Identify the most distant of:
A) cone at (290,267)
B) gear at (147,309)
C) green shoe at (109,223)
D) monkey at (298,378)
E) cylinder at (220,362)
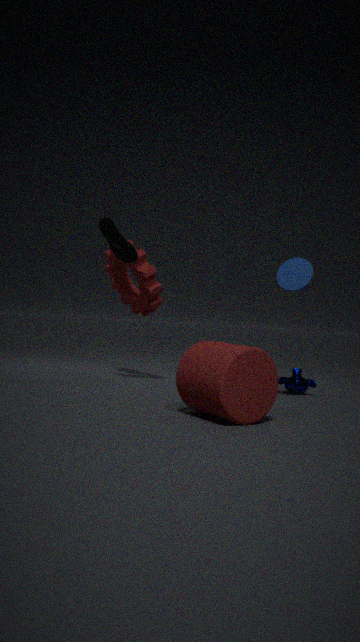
gear at (147,309)
